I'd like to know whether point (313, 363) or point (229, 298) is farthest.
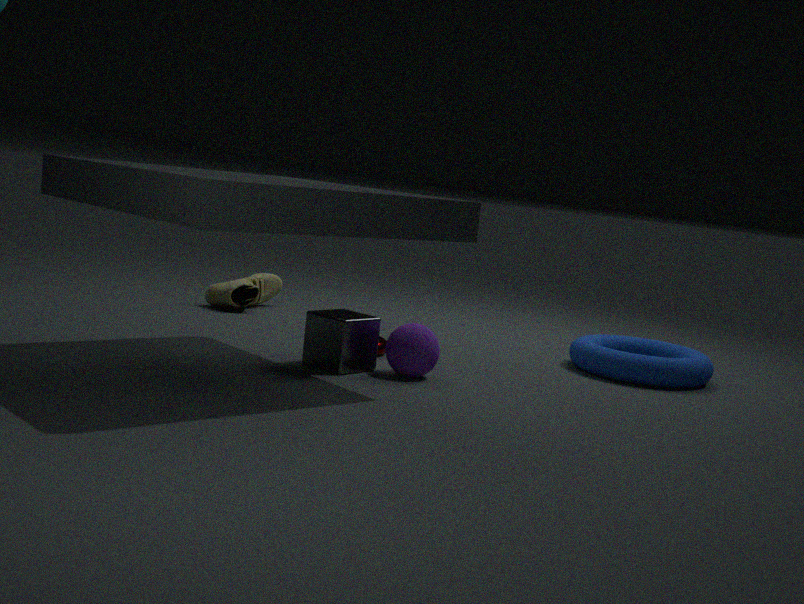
point (229, 298)
